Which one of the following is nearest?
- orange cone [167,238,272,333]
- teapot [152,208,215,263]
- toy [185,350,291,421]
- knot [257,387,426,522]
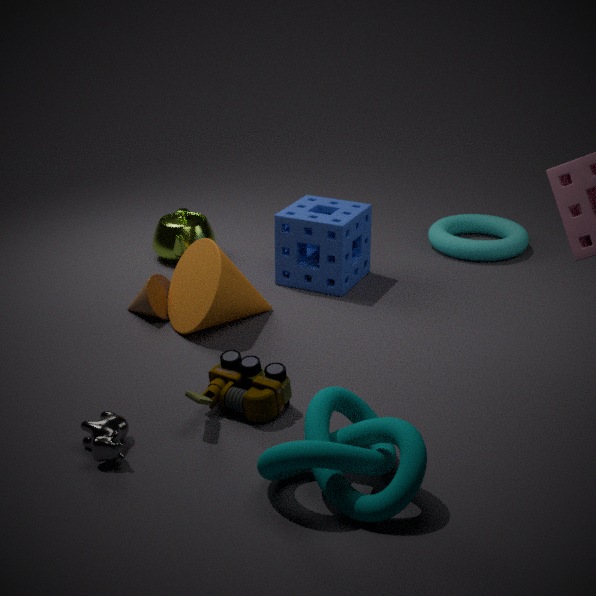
knot [257,387,426,522]
